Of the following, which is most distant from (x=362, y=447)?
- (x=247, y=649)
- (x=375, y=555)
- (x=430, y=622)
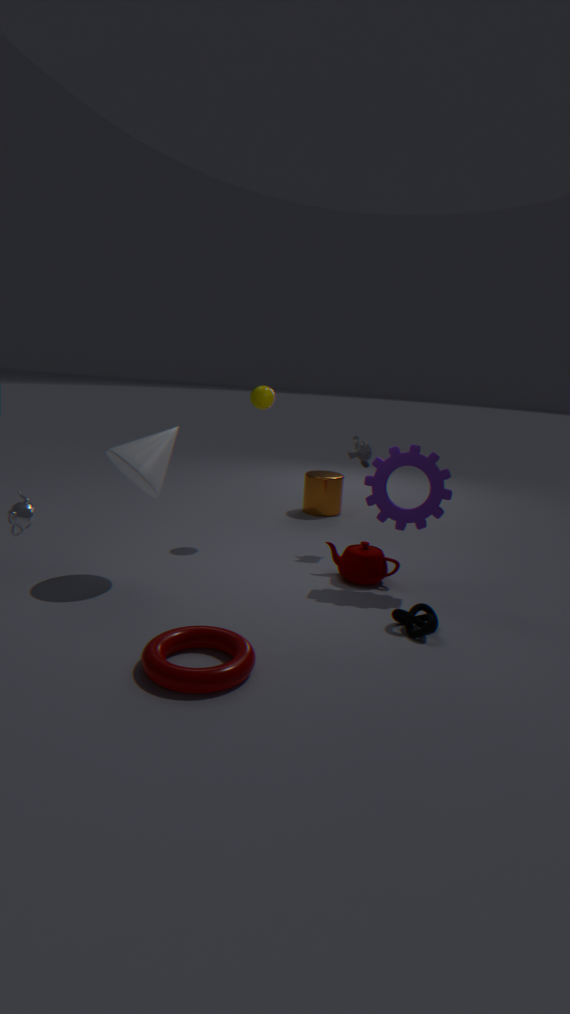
(x=247, y=649)
